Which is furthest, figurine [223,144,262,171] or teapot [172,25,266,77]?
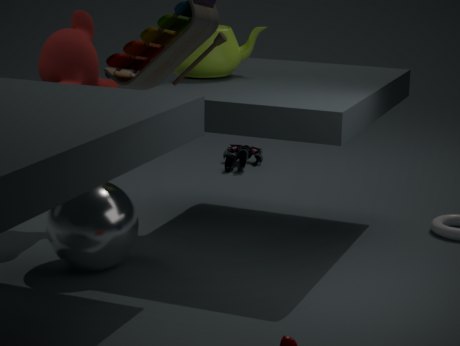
figurine [223,144,262,171]
